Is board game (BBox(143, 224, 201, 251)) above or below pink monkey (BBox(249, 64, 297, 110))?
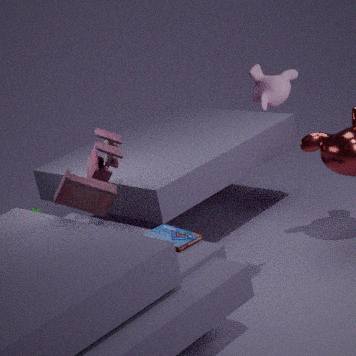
below
